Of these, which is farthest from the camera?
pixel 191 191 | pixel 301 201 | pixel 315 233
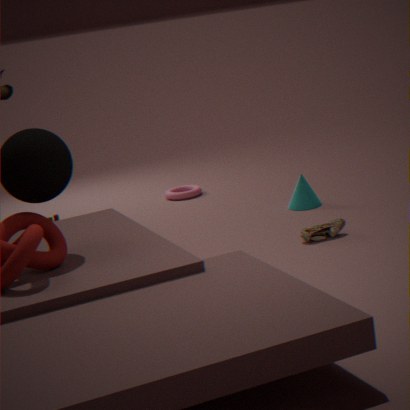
pixel 191 191
